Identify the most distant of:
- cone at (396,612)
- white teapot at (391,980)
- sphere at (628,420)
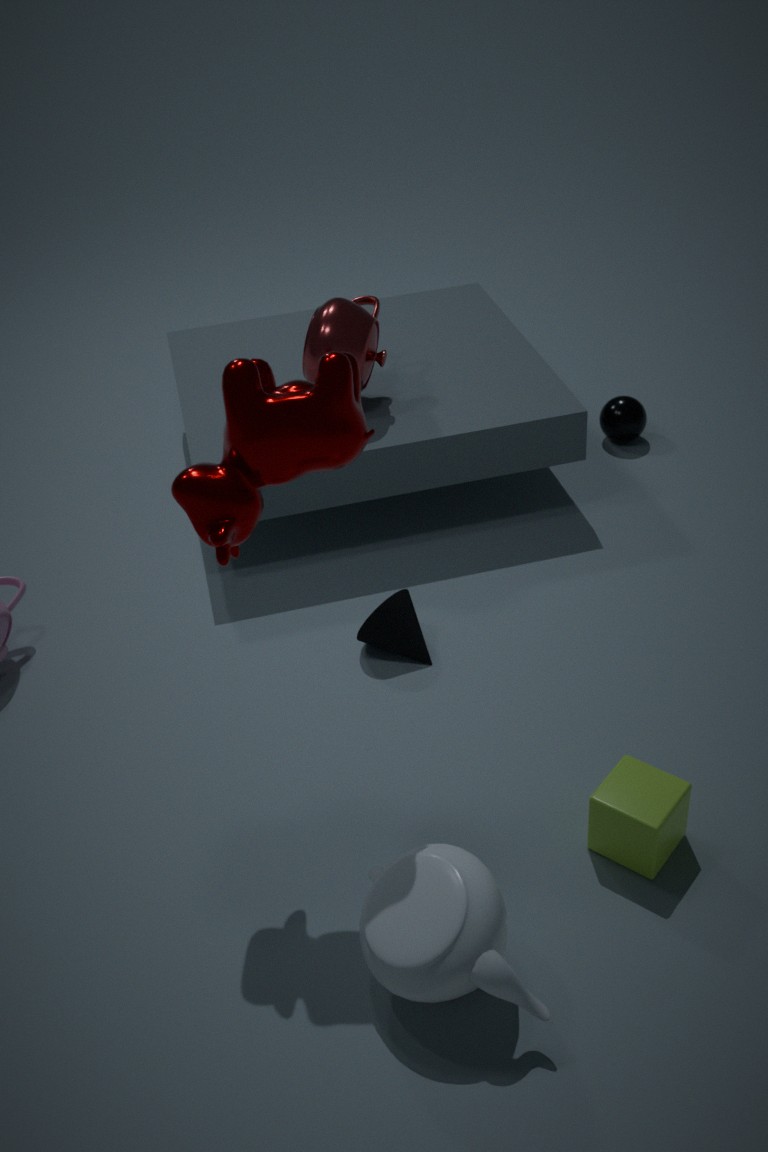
sphere at (628,420)
